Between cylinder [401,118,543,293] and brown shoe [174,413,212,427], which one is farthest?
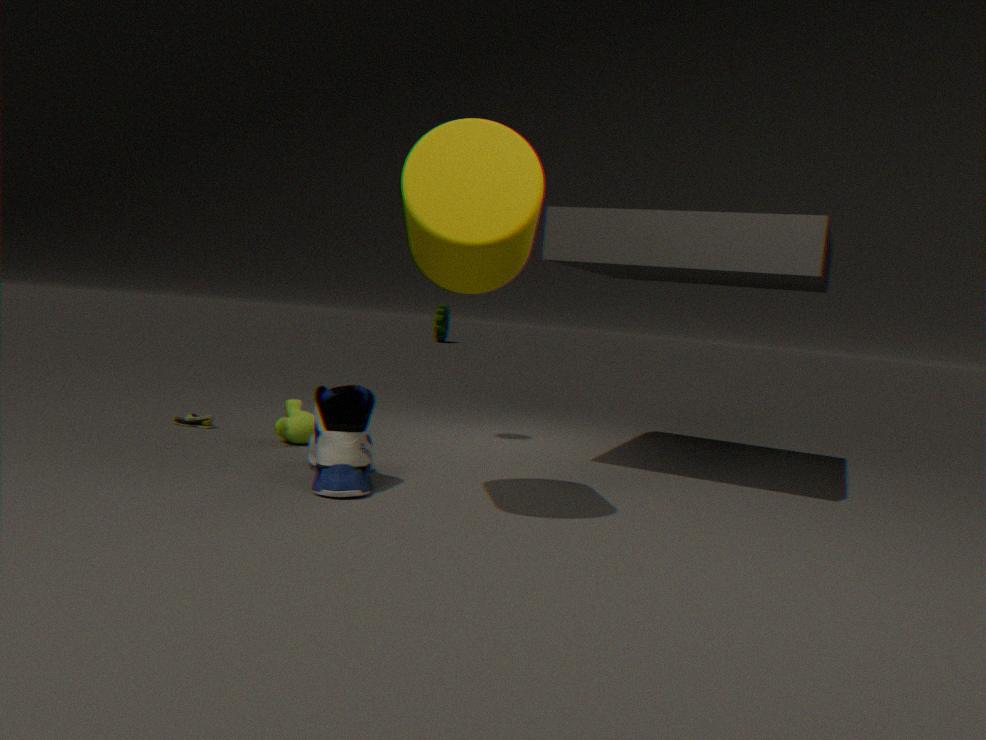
brown shoe [174,413,212,427]
